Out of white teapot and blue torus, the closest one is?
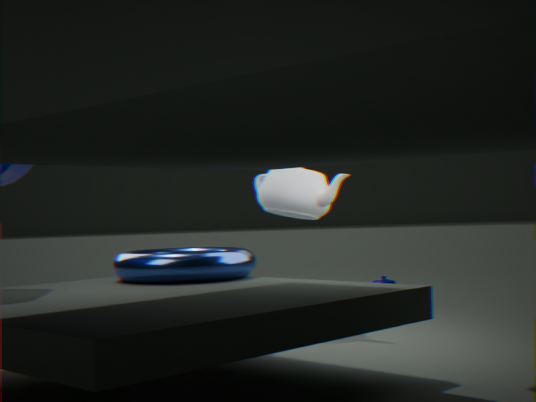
blue torus
